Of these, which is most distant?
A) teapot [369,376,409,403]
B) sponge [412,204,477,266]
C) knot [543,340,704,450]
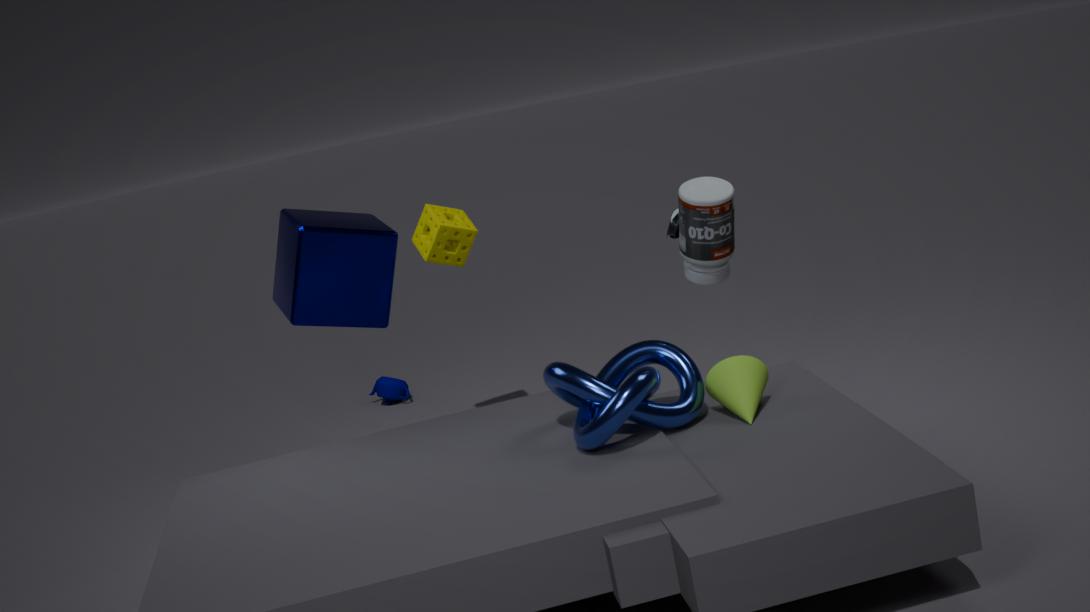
teapot [369,376,409,403]
